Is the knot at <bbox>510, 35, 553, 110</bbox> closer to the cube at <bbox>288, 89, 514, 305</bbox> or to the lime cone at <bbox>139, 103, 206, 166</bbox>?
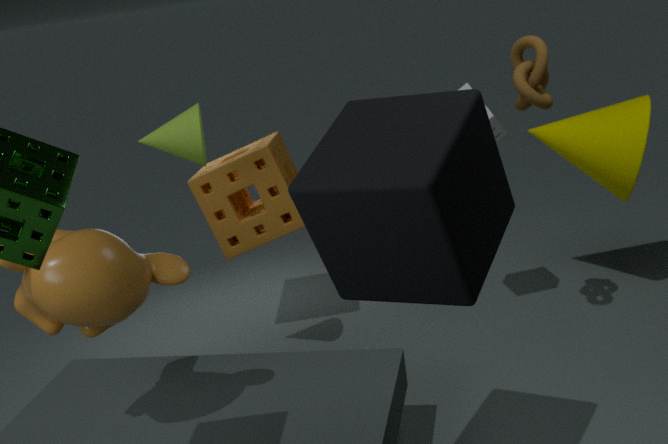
the cube at <bbox>288, 89, 514, 305</bbox>
